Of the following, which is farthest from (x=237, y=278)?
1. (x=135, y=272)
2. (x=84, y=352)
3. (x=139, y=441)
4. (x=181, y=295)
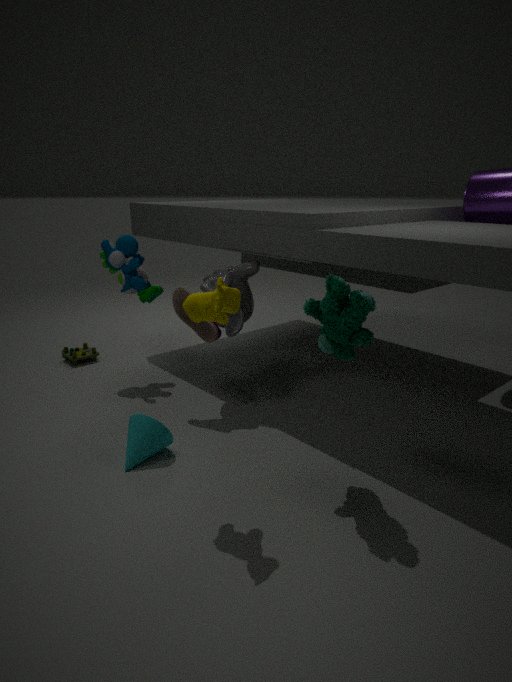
(x=84, y=352)
